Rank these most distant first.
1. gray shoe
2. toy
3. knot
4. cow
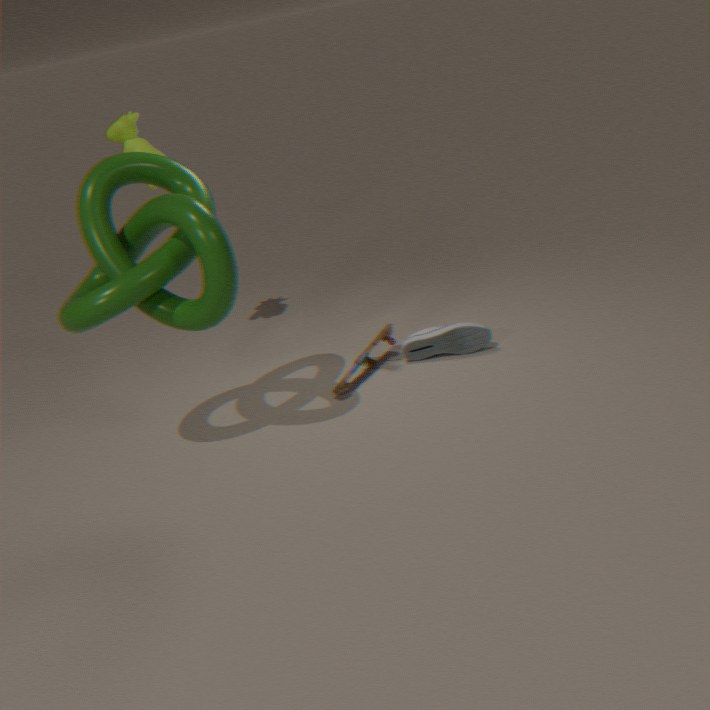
cow, gray shoe, toy, knot
